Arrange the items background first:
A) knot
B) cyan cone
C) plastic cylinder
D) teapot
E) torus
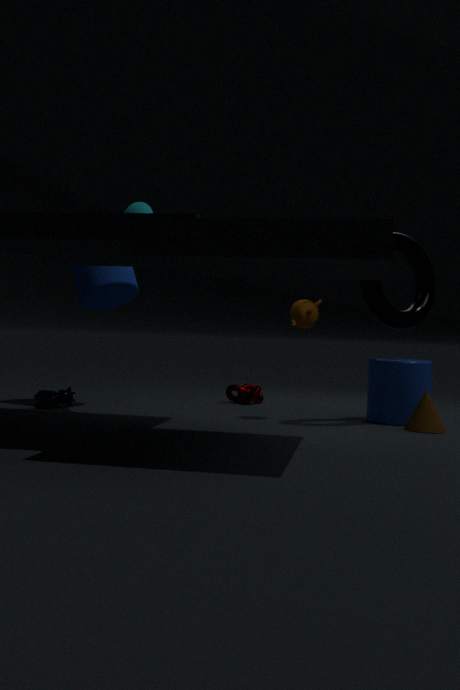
knot, cyan cone, teapot, plastic cylinder, torus
